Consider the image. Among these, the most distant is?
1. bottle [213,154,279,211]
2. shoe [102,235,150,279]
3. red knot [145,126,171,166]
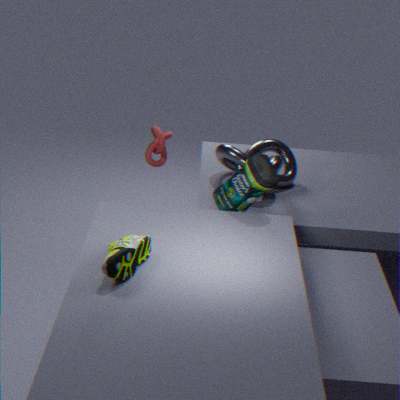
red knot [145,126,171,166]
